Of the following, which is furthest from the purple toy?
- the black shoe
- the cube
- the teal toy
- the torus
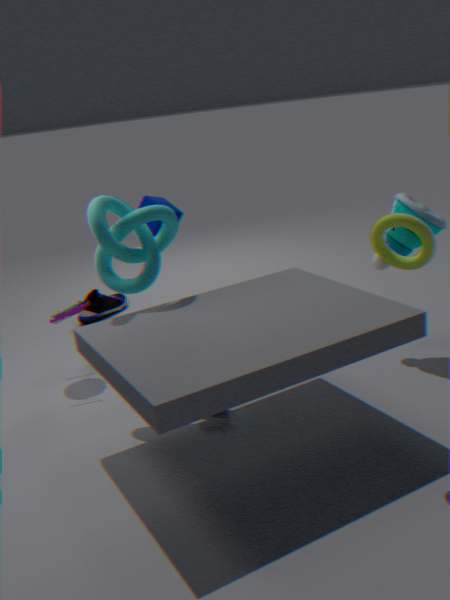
the torus
